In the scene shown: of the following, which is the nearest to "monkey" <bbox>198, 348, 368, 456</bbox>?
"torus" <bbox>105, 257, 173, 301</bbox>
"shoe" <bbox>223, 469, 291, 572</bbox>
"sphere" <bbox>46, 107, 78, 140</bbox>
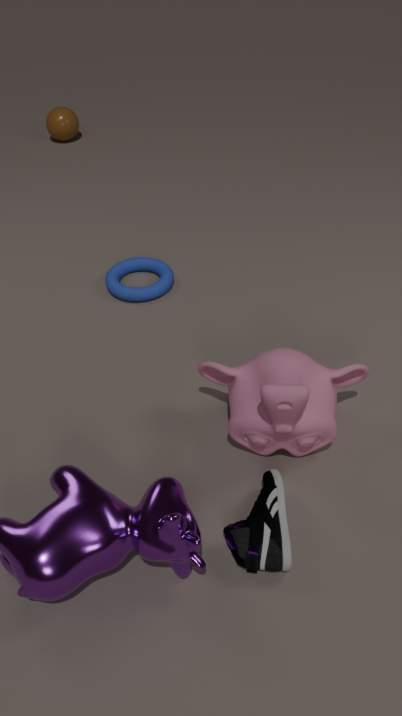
"shoe" <bbox>223, 469, 291, 572</bbox>
